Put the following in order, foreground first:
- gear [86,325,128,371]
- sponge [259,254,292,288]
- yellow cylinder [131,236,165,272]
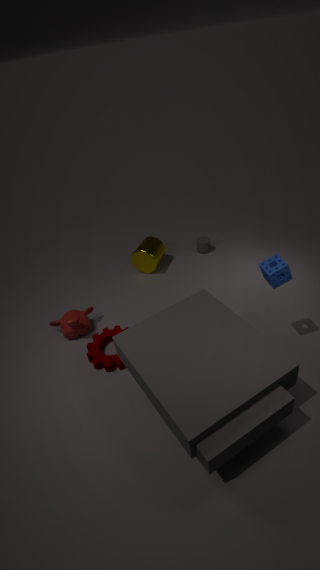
sponge [259,254,292,288] → gear [86,325,128,371] → yellow cylinder [131,236,165,272]
